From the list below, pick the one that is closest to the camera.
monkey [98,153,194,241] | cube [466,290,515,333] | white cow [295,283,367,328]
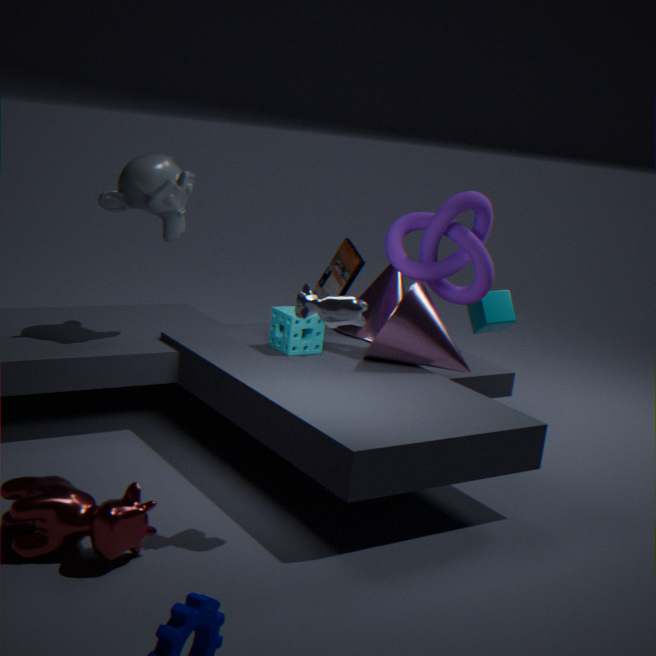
white cow [295,283,367,328]
